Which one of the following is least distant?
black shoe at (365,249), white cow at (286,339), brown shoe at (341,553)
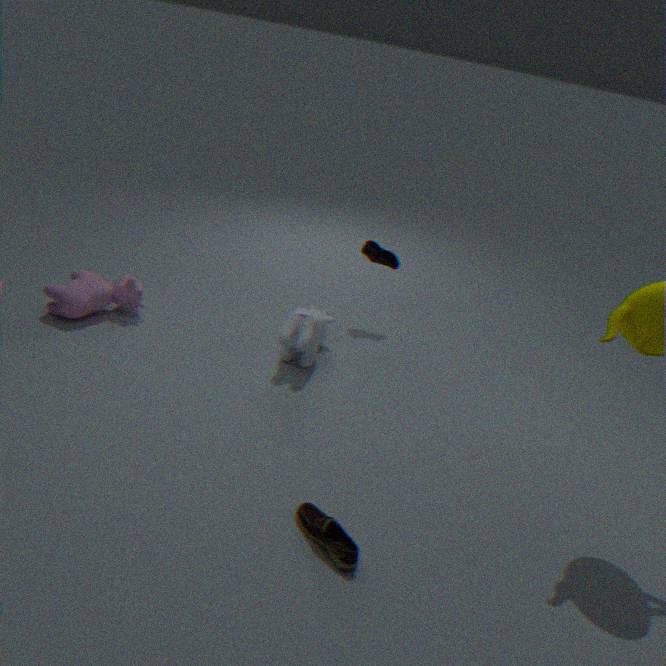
brown shoe at (341,553)
